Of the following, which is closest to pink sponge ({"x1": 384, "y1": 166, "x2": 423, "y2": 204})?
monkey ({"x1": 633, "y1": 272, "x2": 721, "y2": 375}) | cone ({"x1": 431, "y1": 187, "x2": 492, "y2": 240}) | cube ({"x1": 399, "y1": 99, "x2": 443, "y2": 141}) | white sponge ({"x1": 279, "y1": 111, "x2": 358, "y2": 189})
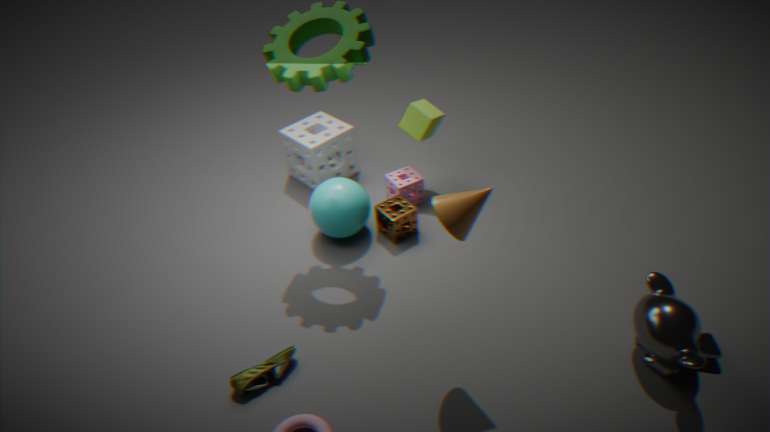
cube ({"x1": 399, "y1": 99, "x2": 443, "y2": 141})
